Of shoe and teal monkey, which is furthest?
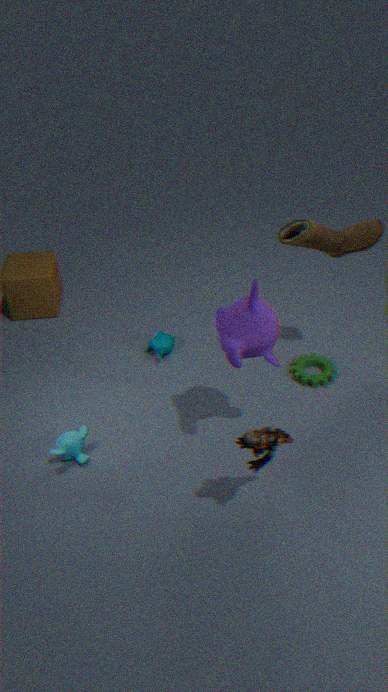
teal monkey
